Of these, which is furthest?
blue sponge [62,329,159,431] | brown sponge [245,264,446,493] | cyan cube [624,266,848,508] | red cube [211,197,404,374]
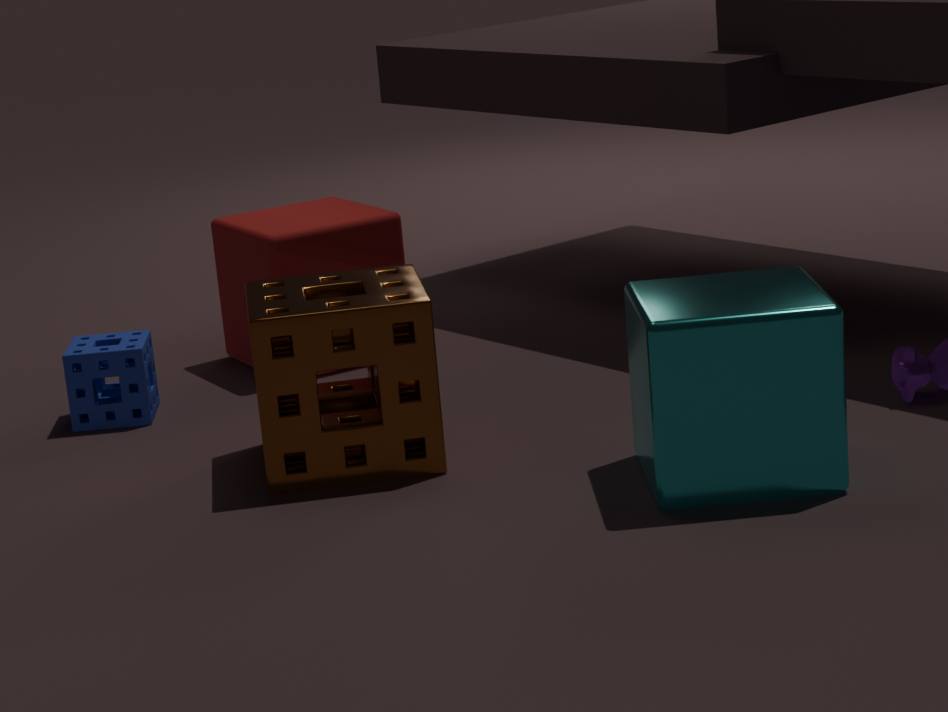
red cube [211,197,404,374]
